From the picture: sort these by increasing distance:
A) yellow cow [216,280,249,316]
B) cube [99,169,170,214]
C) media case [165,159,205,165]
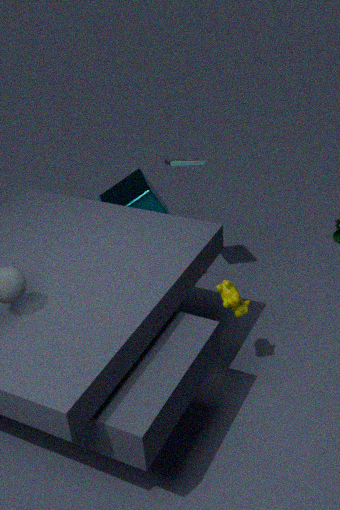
1. yellow cow [216,280,249,316]
2. media case [165,159,205,165]
3. cube [99,169,170,214]
